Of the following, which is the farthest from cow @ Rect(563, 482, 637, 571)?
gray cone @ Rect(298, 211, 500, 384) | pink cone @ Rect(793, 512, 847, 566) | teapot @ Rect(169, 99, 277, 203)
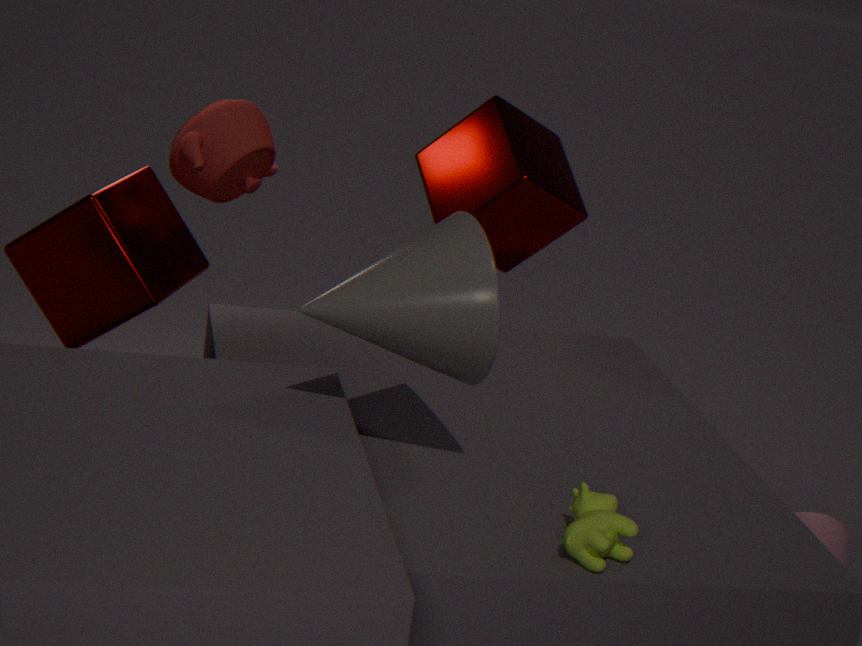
teapot @ Rect(169, 99, 277, 203)
